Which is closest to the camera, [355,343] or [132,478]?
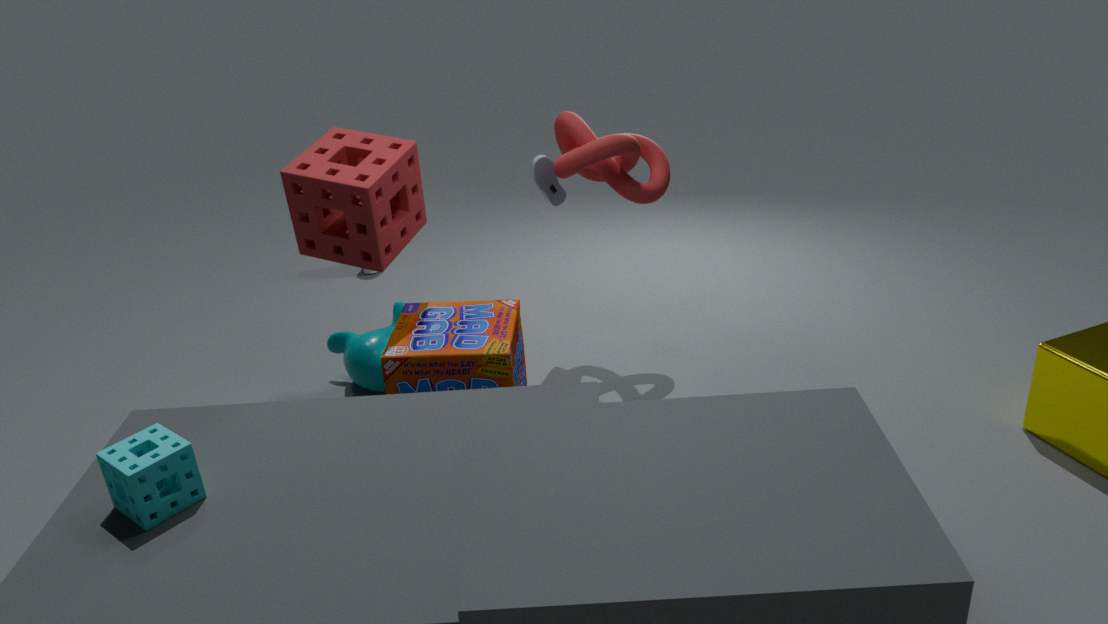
[132,478]
